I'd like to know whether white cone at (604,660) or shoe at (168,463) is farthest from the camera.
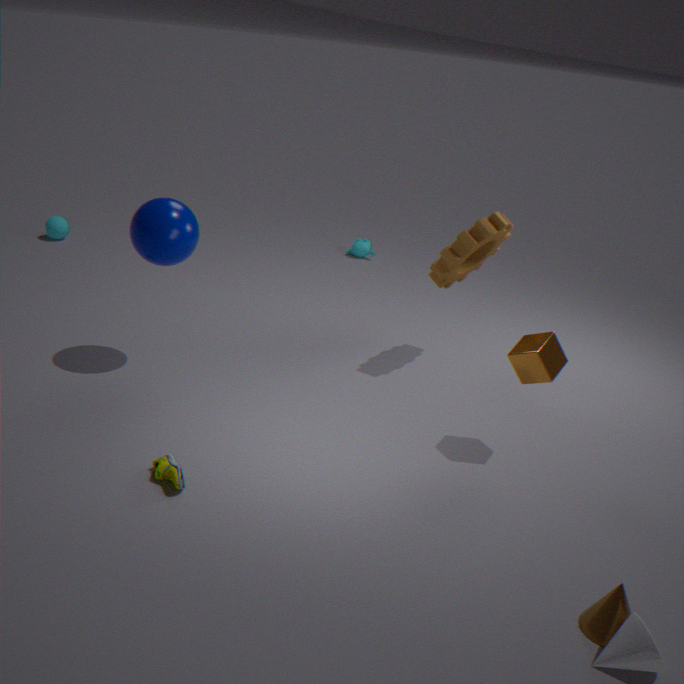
shoe at (168,463)
